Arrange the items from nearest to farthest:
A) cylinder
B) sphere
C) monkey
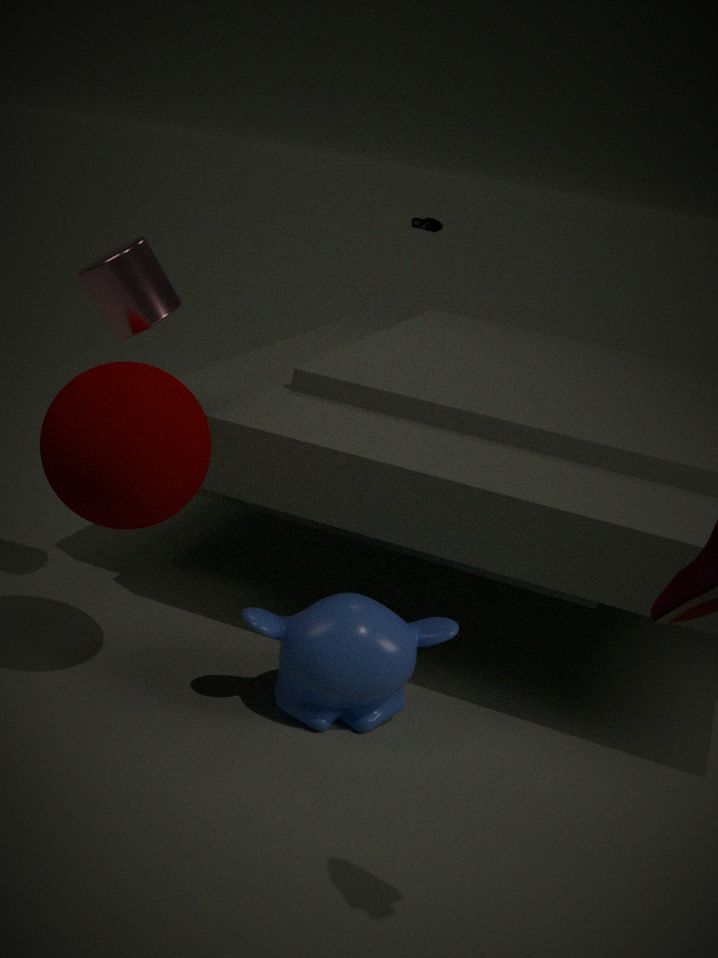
sphere → monkey → cylinder
